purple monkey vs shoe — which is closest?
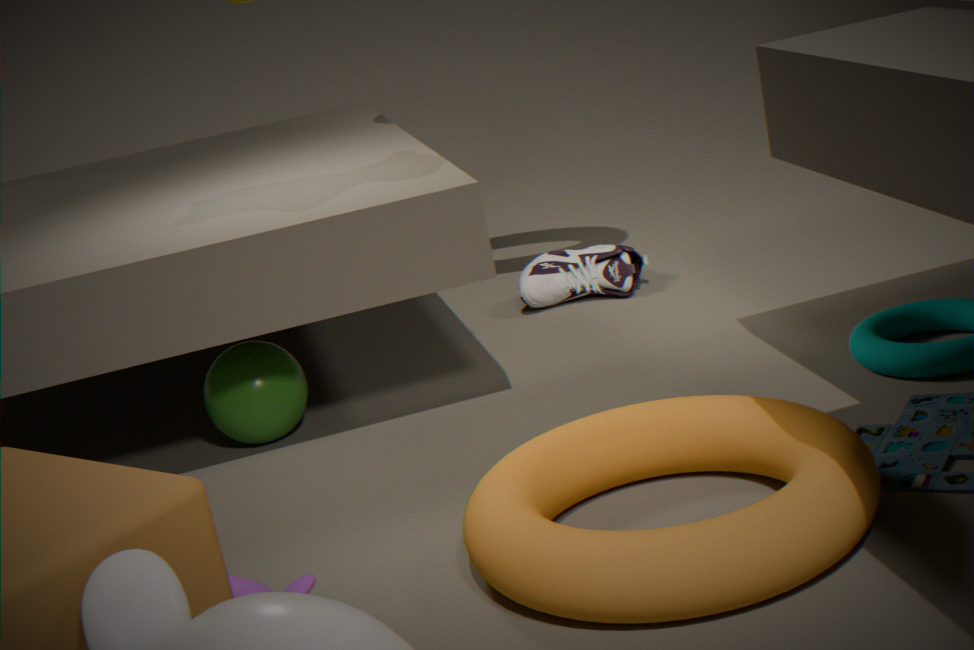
purple monkey
